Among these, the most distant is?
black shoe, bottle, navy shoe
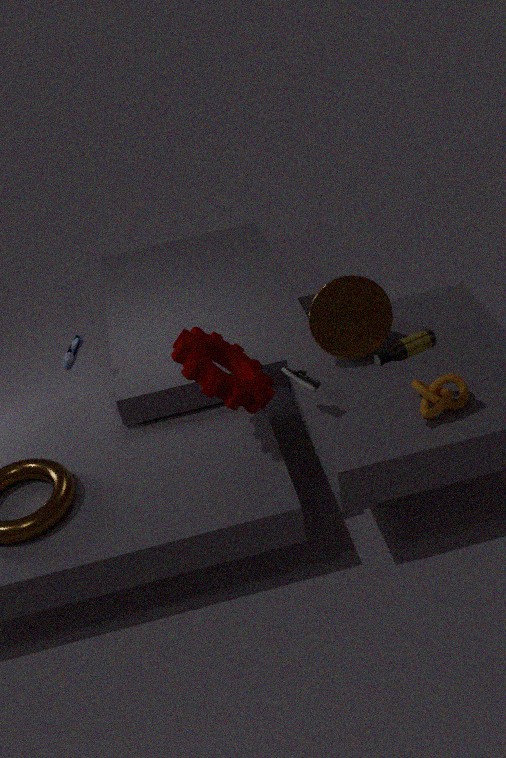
navy shoe
